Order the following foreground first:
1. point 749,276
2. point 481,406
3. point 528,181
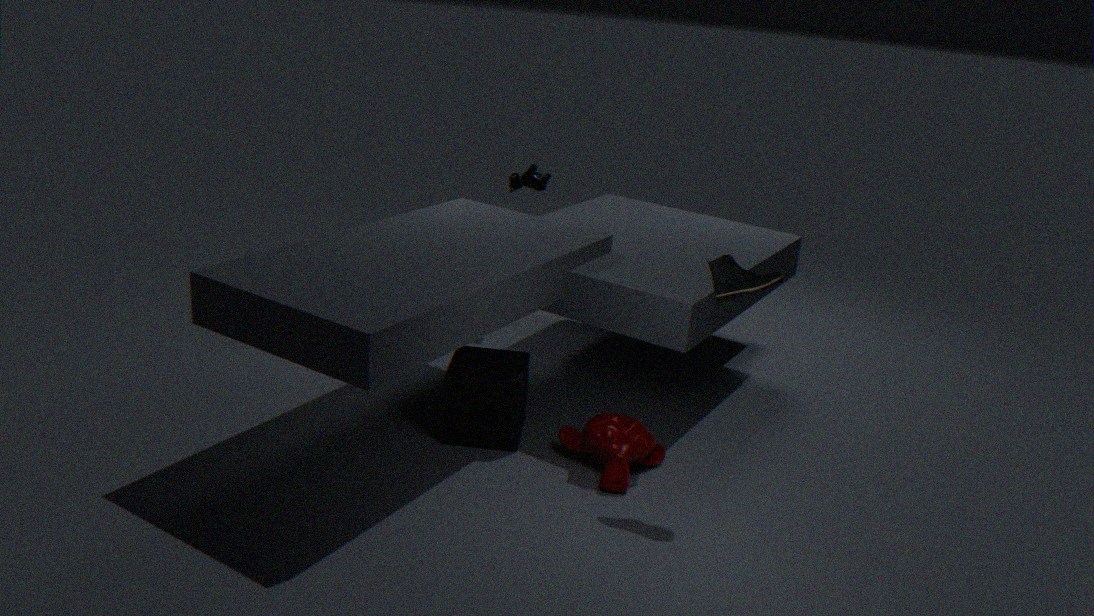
point 749,276 < point 481,406 < point 528,181
